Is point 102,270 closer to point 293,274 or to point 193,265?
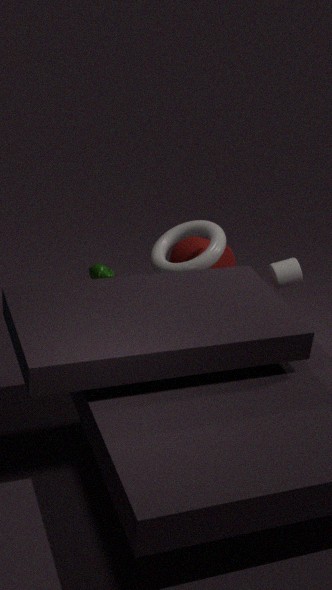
point 193,265
